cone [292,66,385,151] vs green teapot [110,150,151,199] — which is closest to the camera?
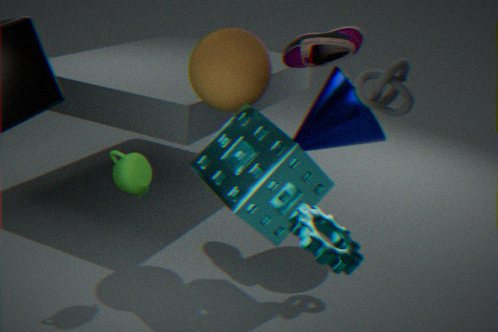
green teapot [110,150,151,199]
